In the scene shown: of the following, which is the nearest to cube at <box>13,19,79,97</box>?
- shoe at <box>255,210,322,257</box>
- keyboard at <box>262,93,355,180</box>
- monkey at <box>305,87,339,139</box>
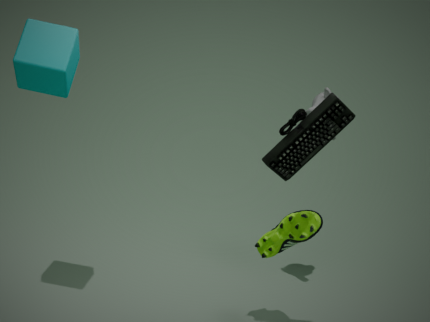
keyboard at <box>262,93,355,180</box>
